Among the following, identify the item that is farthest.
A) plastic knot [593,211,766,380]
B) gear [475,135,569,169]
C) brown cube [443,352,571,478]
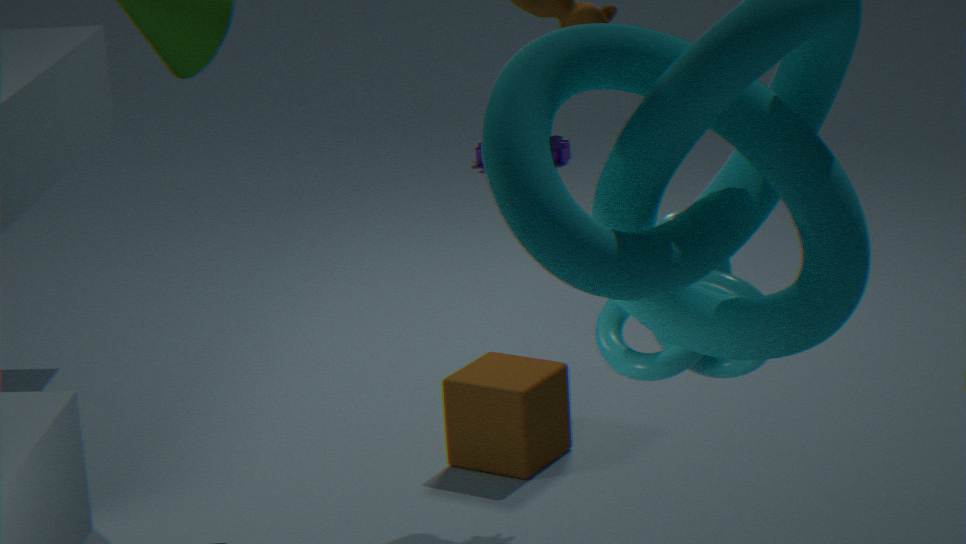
gear [475,135,569,169]
